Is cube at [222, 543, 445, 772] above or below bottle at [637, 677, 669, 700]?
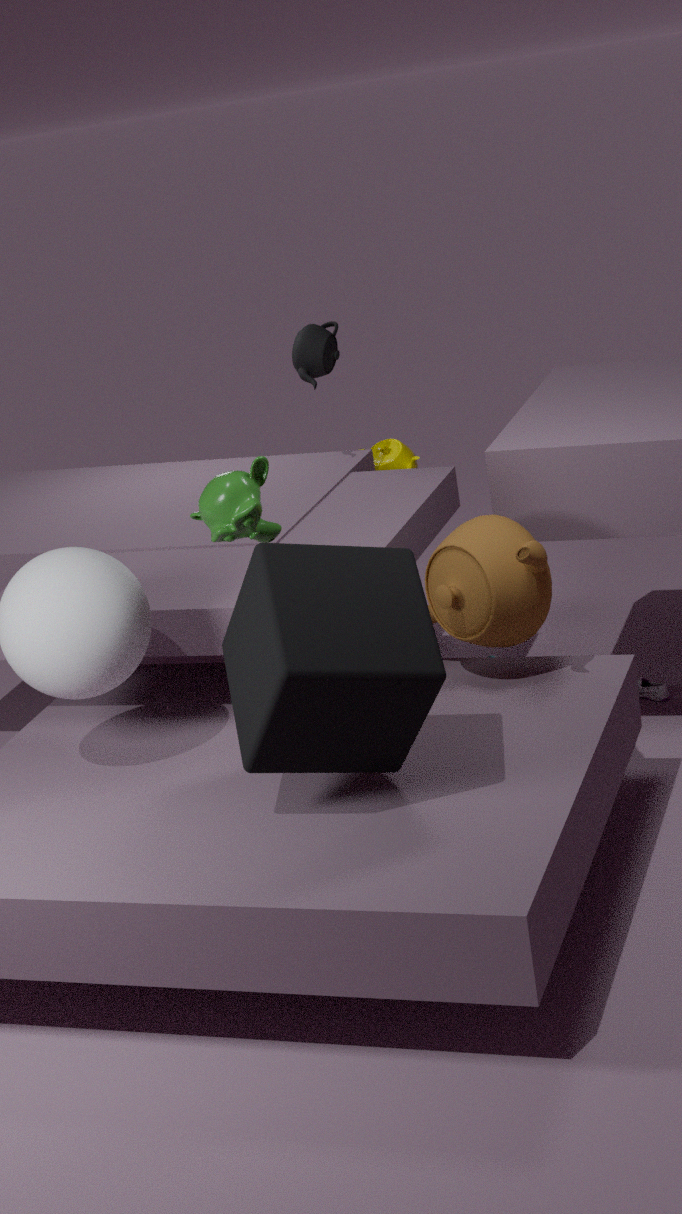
above
